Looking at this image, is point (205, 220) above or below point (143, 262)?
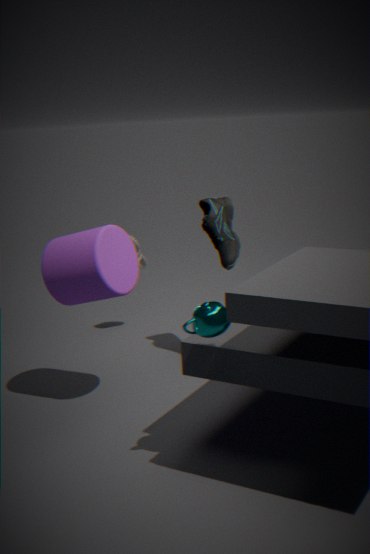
above
